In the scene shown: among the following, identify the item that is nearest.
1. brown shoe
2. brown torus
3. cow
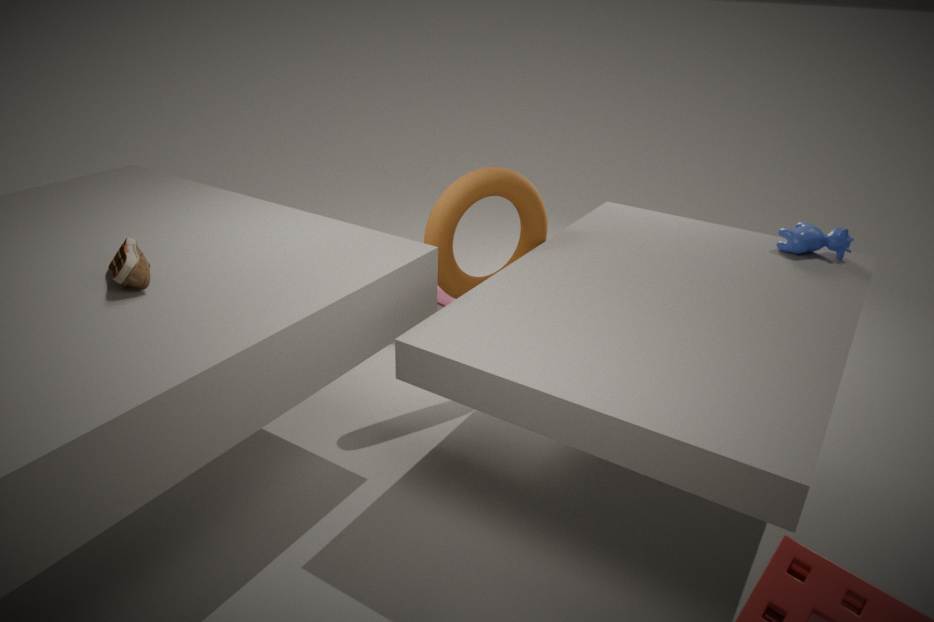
brown shoe
